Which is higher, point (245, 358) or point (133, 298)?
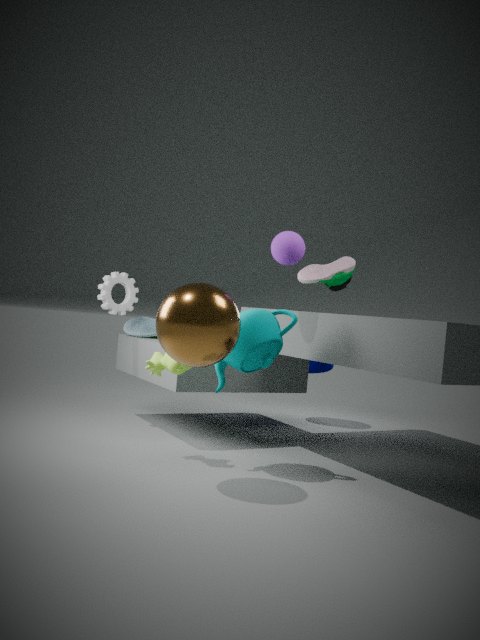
point (133, 298)
